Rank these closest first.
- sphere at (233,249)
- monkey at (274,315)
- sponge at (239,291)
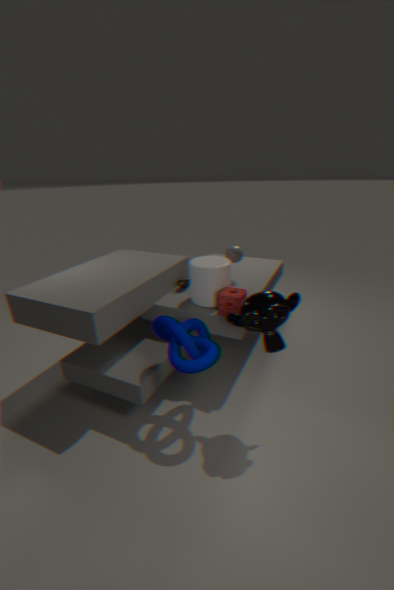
monkey at (274,315) < sponge at (239,291) < sphere at (233,249)
